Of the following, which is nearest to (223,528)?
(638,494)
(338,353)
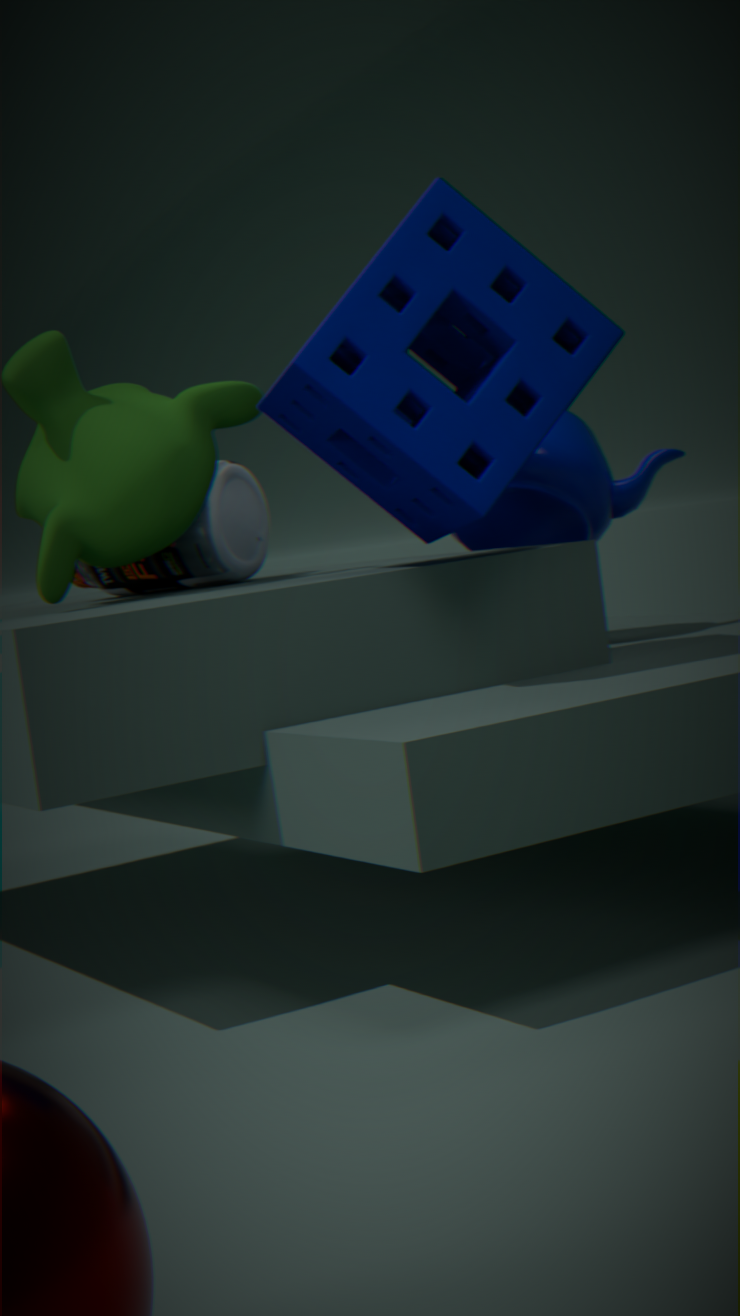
(638,494)
